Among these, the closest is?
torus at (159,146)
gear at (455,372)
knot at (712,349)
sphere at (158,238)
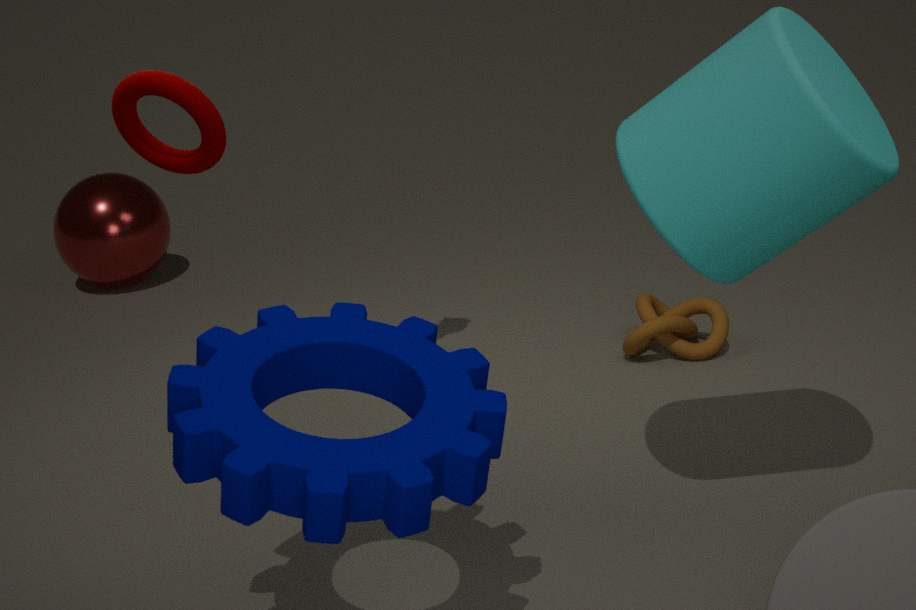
gear at (455,372)
